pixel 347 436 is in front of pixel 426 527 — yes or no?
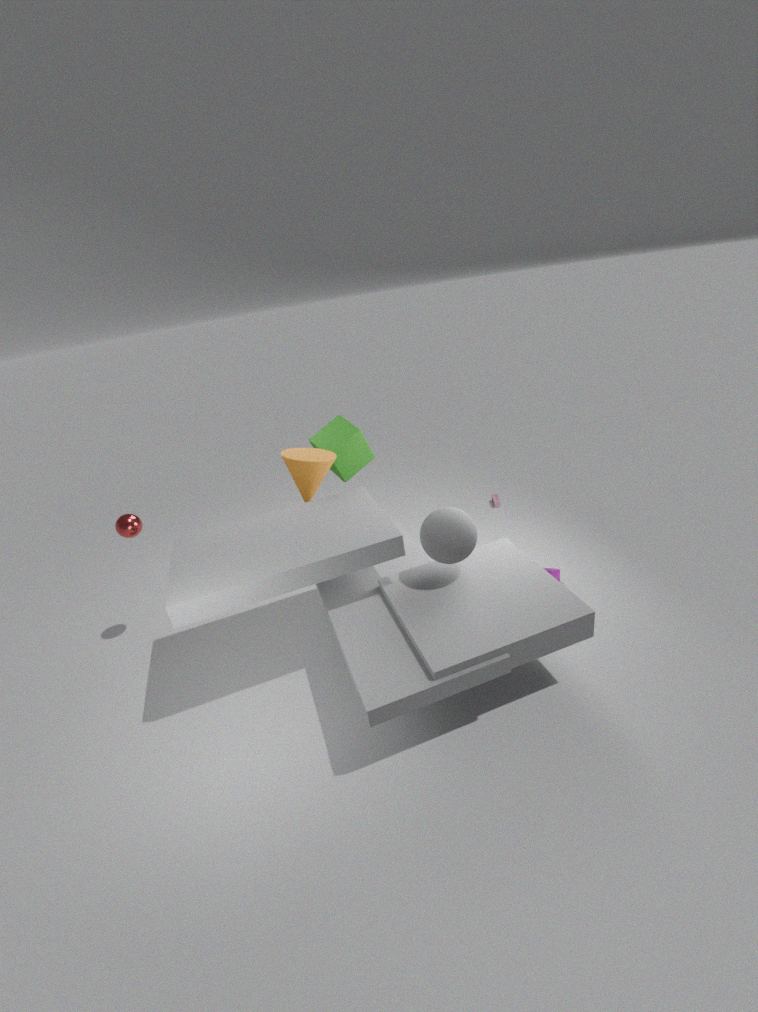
No
